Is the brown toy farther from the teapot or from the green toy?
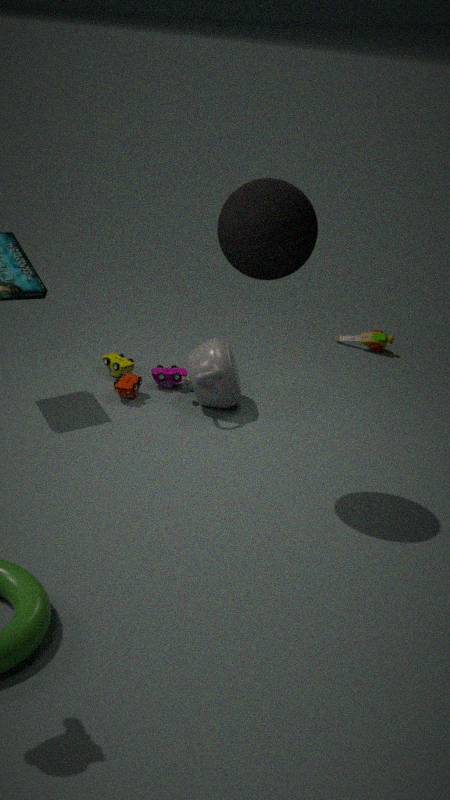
A: the green toy
